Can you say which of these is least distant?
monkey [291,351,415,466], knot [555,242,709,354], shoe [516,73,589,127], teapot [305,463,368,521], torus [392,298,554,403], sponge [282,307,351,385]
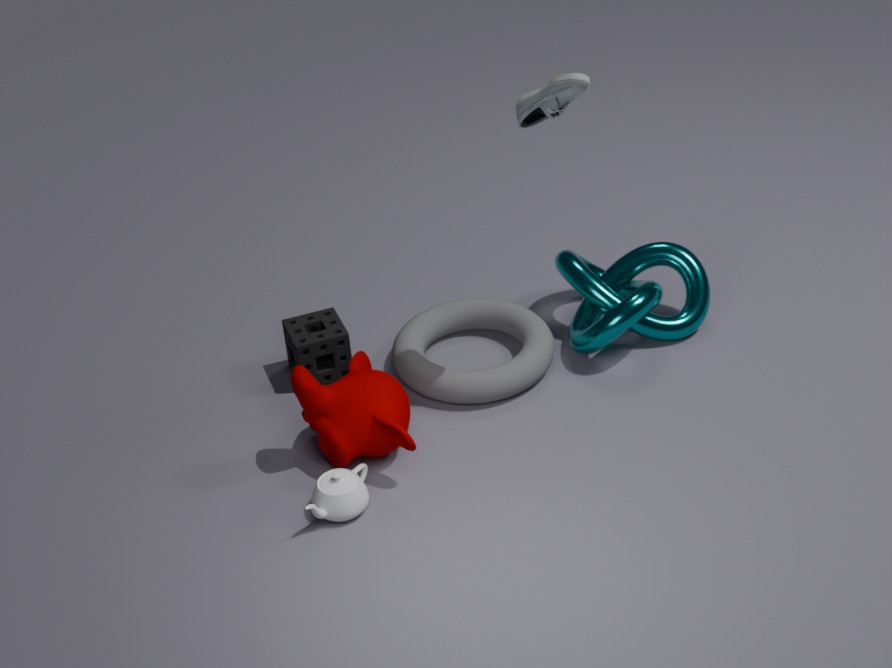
shoe [516,73,589,127]
